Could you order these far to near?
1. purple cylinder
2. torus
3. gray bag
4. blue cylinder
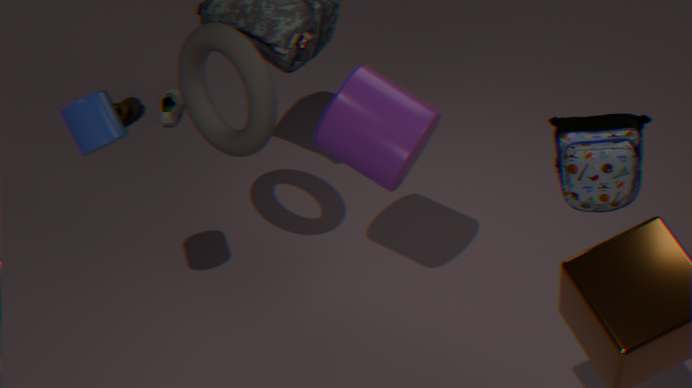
torus
purple cylinder
blue cylinder
gray bag
